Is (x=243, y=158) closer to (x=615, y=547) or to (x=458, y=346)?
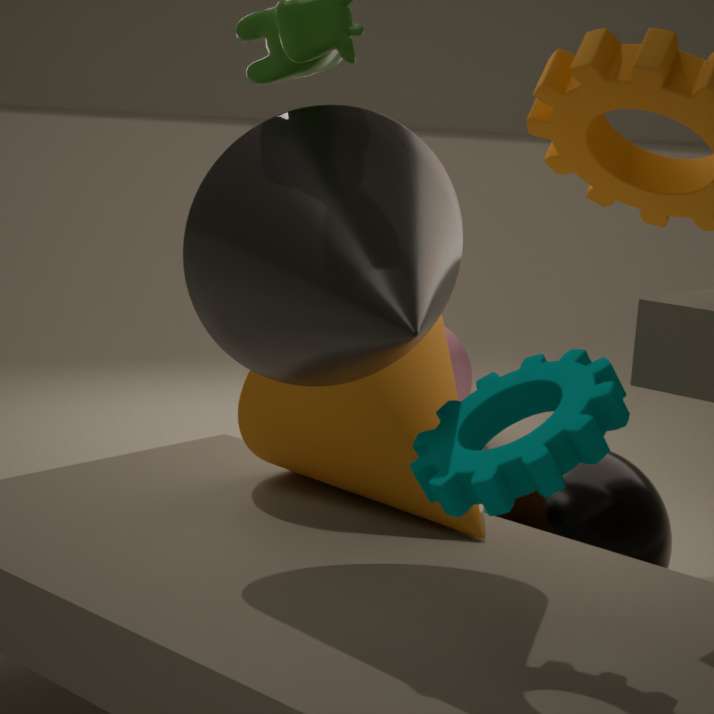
(x=615, y=547)
